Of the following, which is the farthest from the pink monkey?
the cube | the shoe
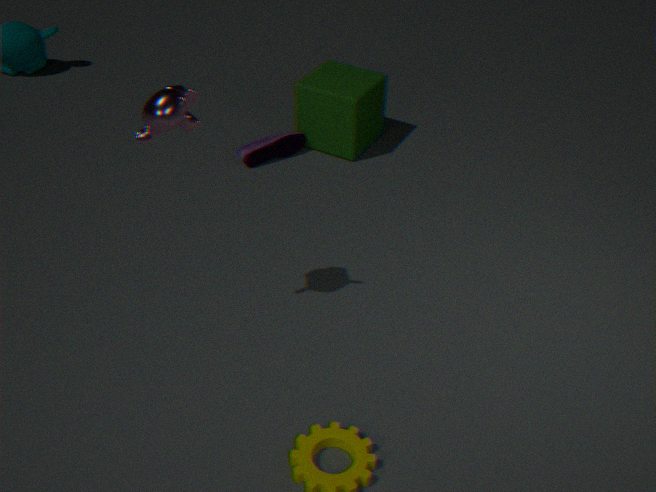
the cube
